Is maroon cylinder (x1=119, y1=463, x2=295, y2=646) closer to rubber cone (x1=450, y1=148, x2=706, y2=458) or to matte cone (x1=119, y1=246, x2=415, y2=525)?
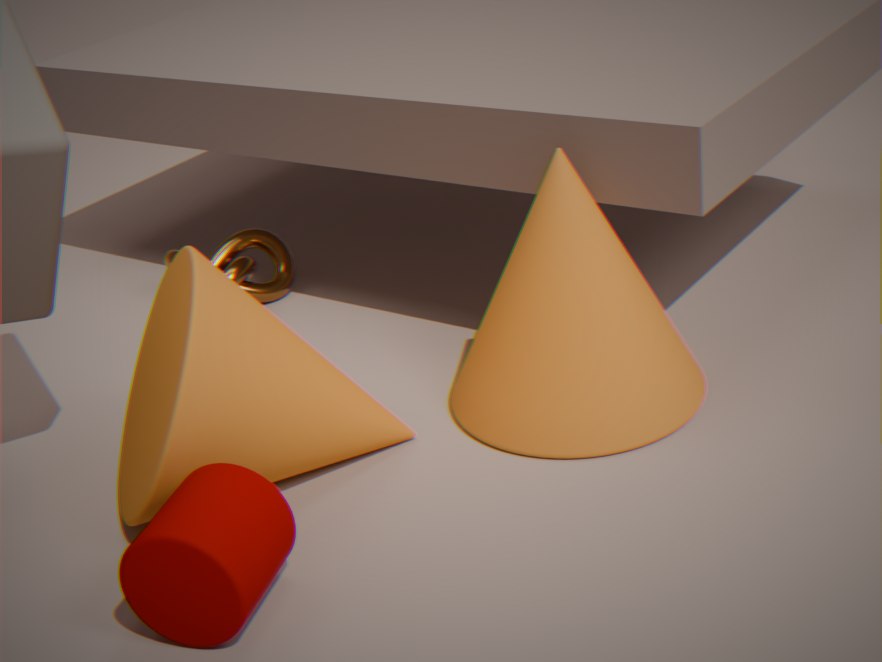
matte cone (x1=119, y1=246, x2=415, y2=525)
